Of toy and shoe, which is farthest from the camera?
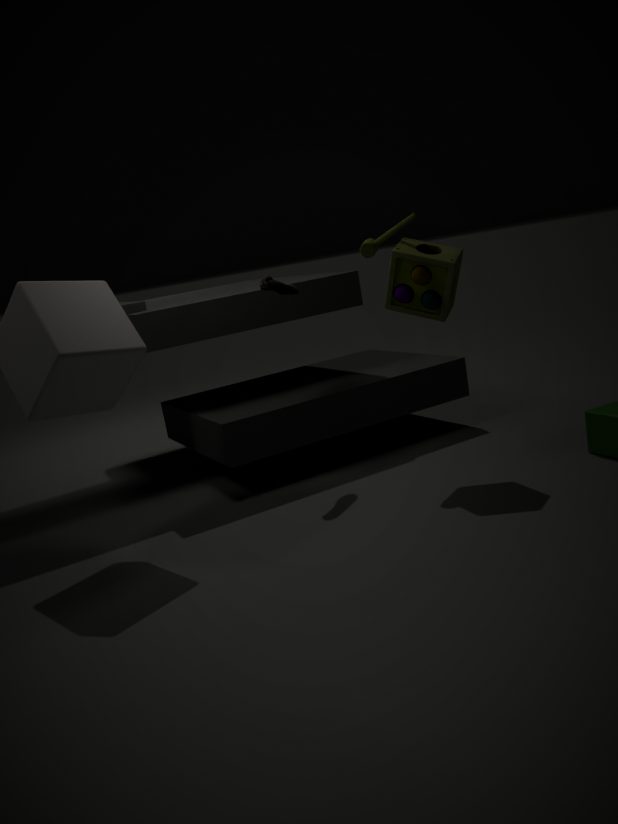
shoe
